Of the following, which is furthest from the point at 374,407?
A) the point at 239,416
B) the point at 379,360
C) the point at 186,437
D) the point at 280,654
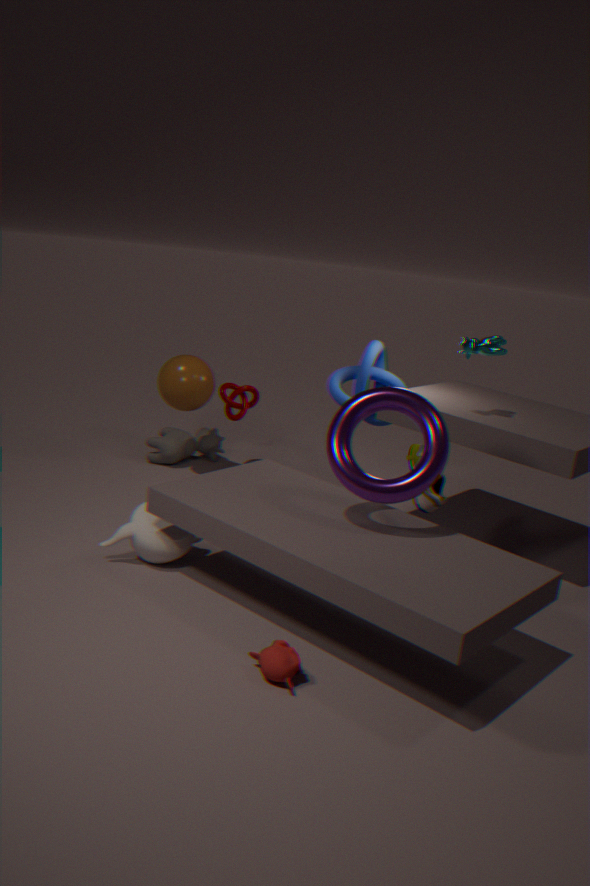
the point at 186,437
